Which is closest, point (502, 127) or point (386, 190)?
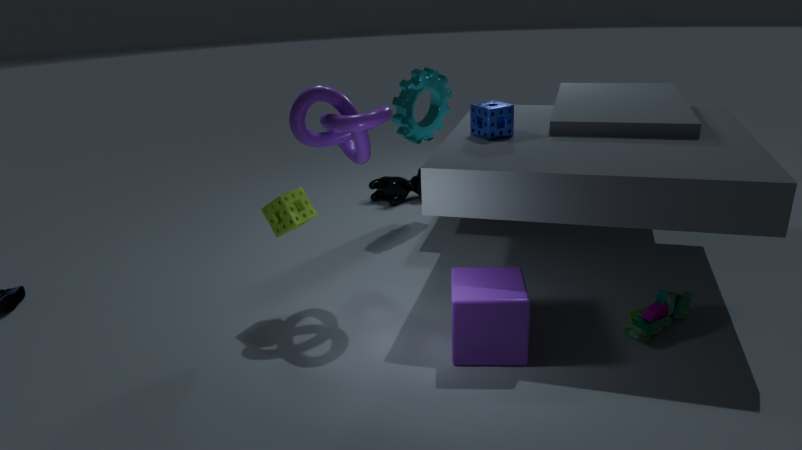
point (502, 127)
